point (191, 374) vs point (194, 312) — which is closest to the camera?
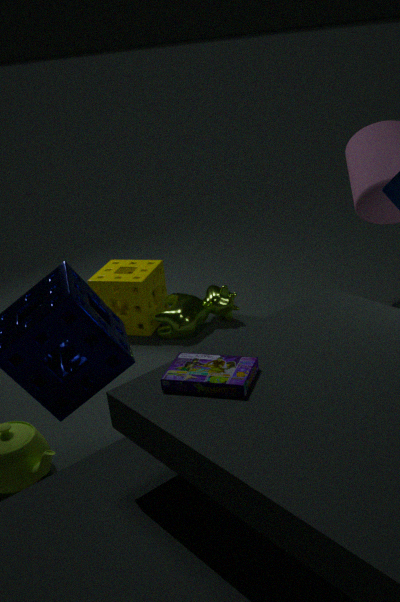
point (191, 374)
